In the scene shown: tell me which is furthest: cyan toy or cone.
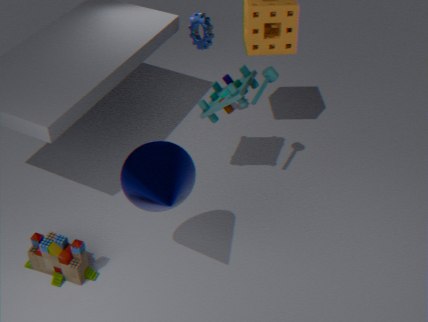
cyan toy
